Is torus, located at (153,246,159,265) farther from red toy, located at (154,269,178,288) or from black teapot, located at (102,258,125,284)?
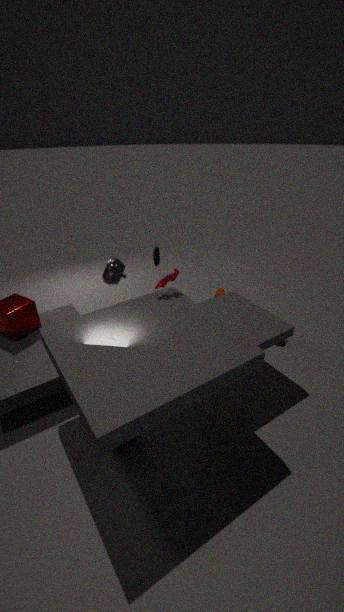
red toy, located at (154,269,178,288)
